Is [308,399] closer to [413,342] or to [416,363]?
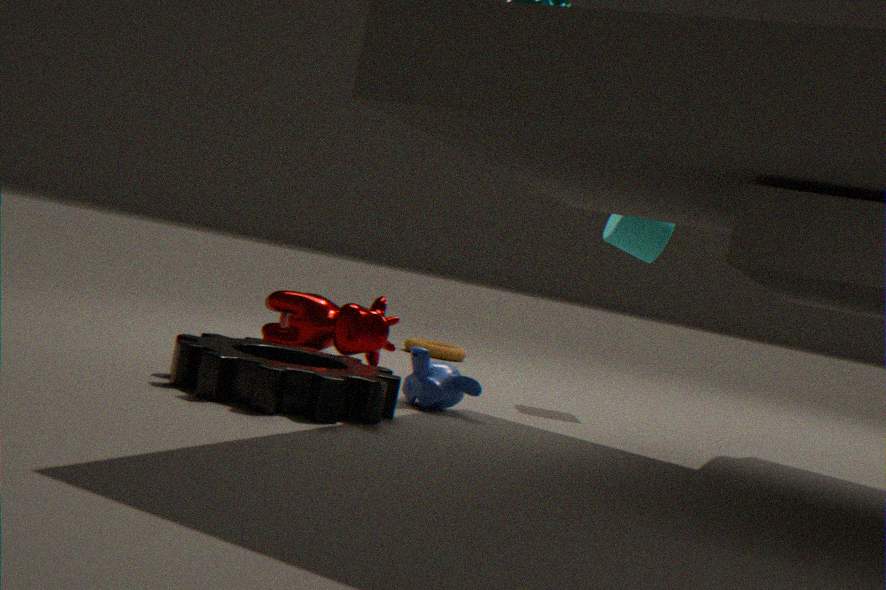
[416,363]
